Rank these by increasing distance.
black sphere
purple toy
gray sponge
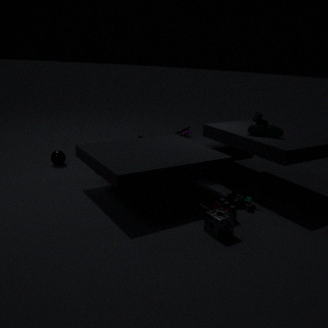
gray sponge < purple toy < black sphere
